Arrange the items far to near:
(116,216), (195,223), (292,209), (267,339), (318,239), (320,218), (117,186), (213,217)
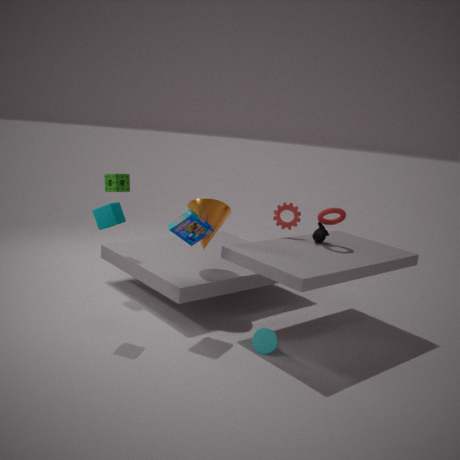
1. (117,186)
2. (292,209)
3. (318,239)
4. (320,218)
5. (213,217)
6. (195,223)
7. (267,339)
8. (116,216)
